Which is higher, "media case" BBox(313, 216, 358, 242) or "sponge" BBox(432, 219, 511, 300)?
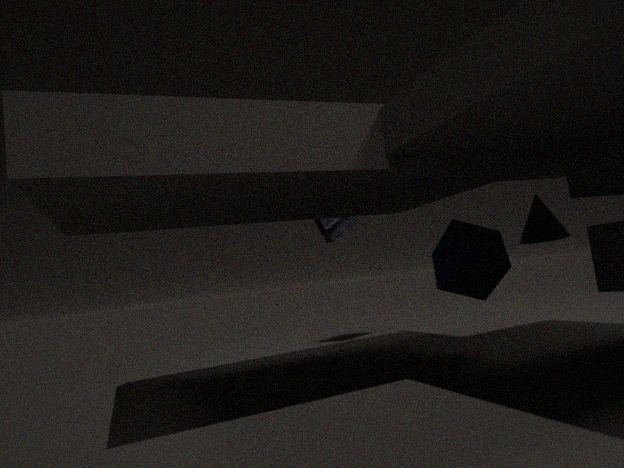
"media case" BBox(313, 216, 358, 242)
